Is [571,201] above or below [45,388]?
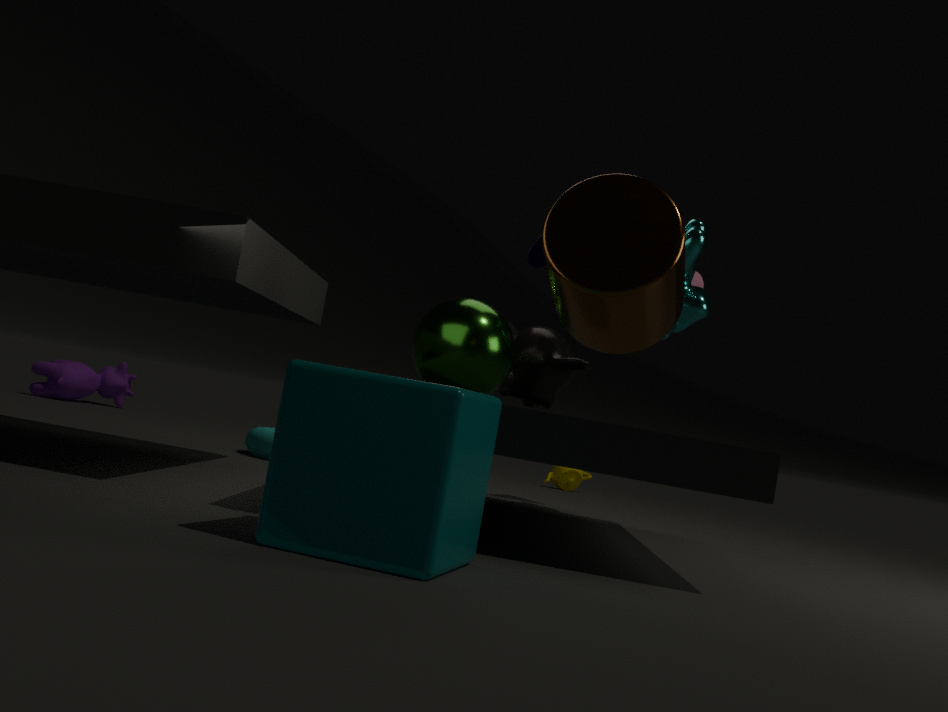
above
